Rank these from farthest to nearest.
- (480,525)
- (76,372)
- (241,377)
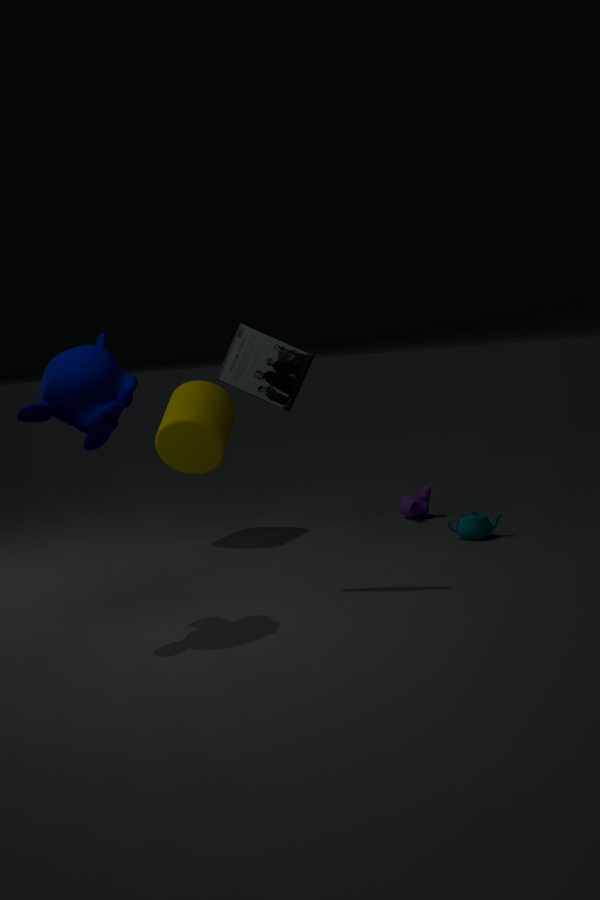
1. (480,525)
2. (241,377)
3. (76,372)
